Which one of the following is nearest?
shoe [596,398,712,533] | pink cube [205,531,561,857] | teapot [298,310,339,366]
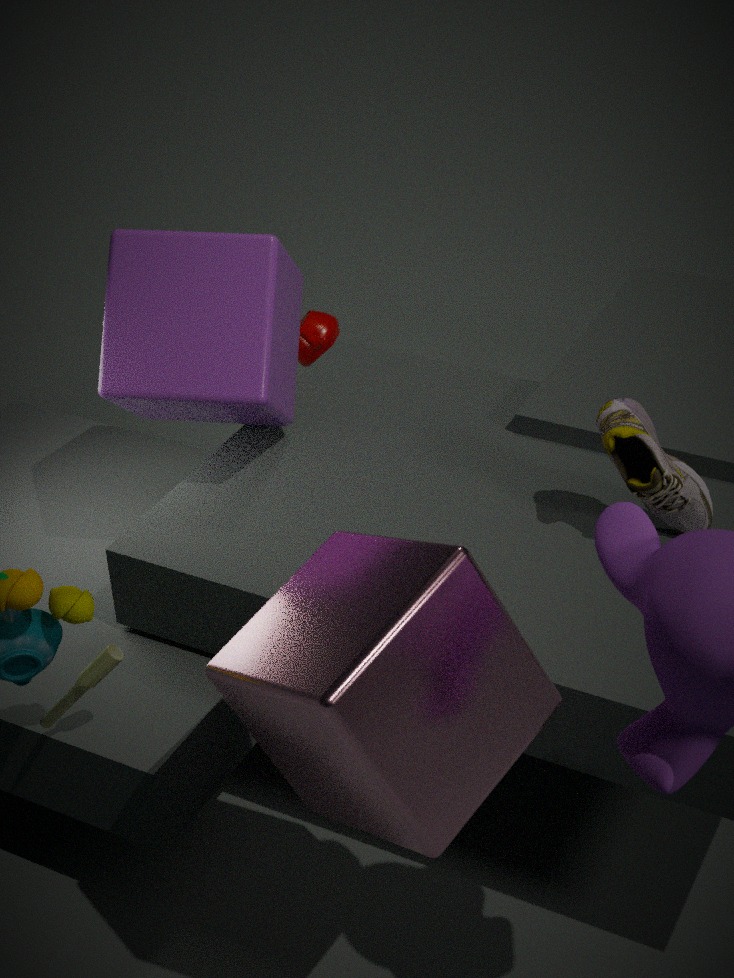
pink cube [205,531,561,857]
